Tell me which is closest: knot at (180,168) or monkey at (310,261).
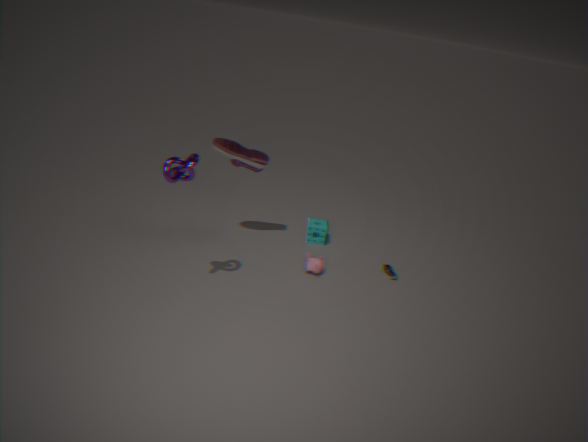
knot at (180,168)
